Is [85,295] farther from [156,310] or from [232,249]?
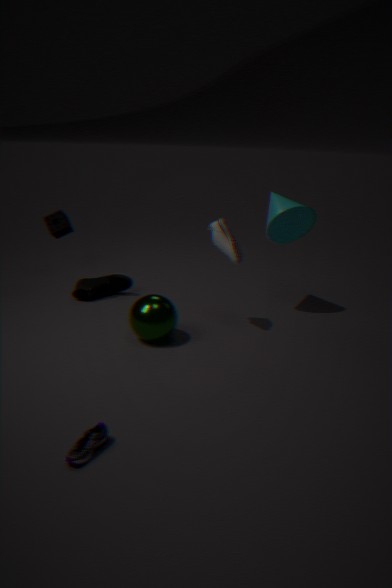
[232,249]
